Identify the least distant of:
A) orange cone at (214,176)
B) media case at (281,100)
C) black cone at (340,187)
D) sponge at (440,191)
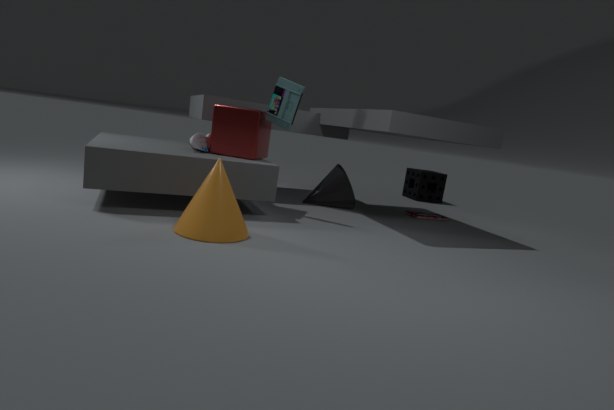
orange cone at (214,176)
